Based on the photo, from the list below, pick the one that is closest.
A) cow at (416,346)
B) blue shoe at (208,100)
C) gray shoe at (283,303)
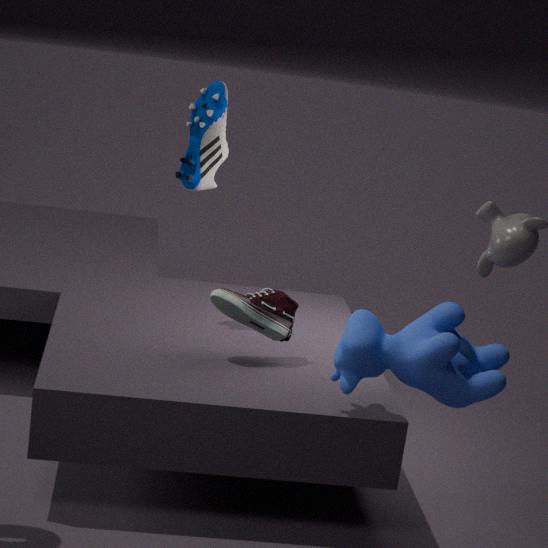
cow at (416,346)
